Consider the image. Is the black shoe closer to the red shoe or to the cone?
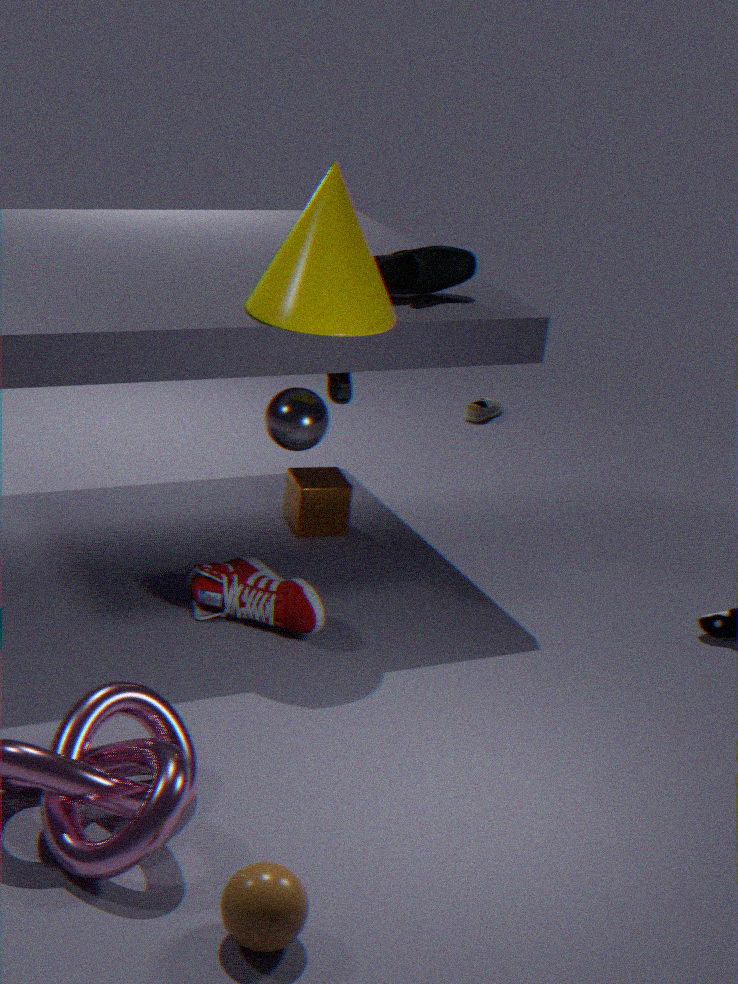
the cone
